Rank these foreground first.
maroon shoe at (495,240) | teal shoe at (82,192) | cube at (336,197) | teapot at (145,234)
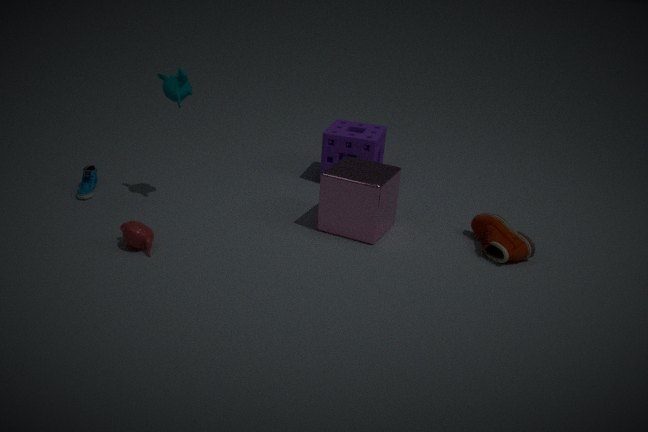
teapot at (145,234)
maroon shoe at (495,240)
cube at (336,197)
teal shoe at (82,192)
